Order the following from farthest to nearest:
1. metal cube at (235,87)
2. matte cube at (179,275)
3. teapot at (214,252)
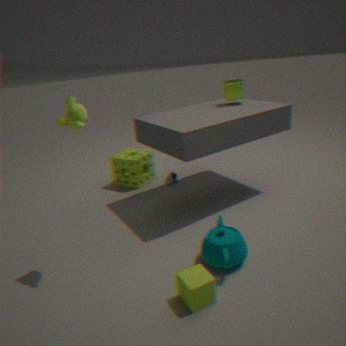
metal cube at (235,87), teapot at (214,252), matte cube at (179,275)
